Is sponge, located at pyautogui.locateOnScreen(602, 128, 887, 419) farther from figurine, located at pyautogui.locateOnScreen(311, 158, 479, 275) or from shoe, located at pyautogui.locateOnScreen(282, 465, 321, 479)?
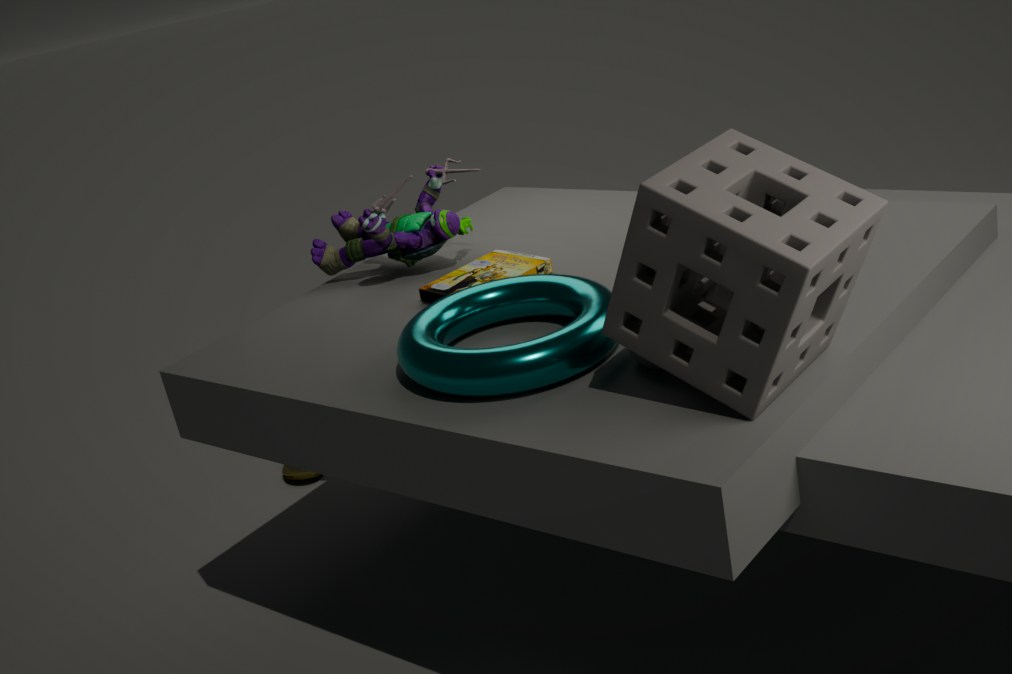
shoe, located at pyautogui.locateOnScreen(282, 465, 321, 479)
